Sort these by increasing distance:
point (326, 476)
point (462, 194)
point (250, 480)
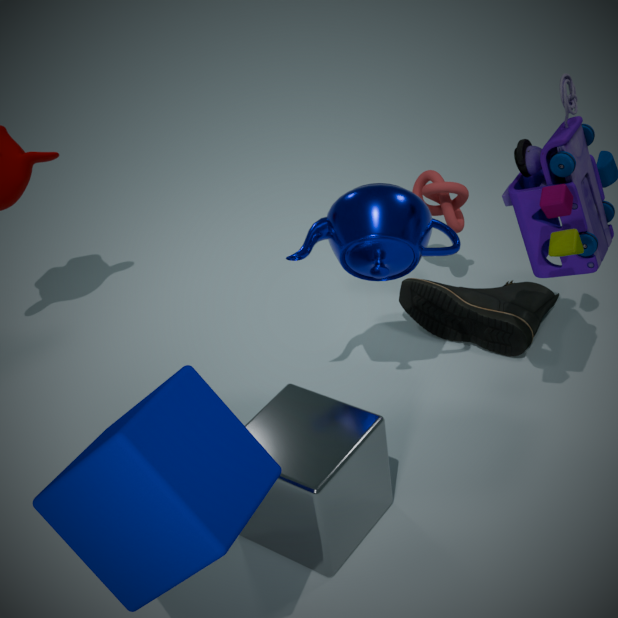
1. point (250, 480)
2. point (326, 476)
3. point (462, 194)
